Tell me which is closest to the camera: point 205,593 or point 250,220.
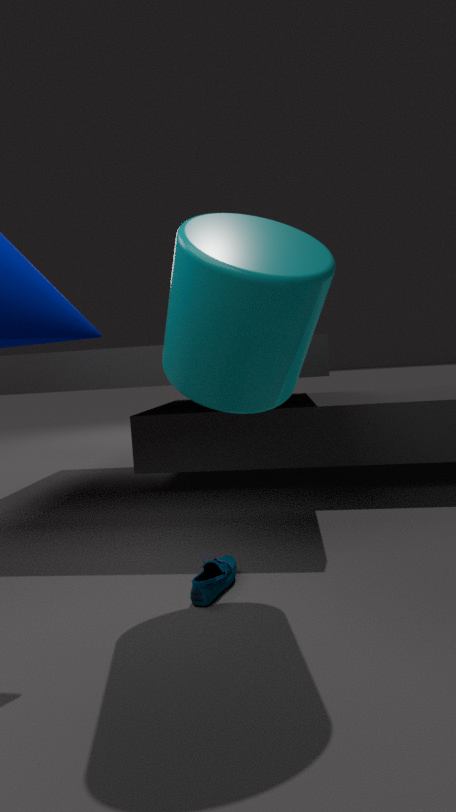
point 205,593
